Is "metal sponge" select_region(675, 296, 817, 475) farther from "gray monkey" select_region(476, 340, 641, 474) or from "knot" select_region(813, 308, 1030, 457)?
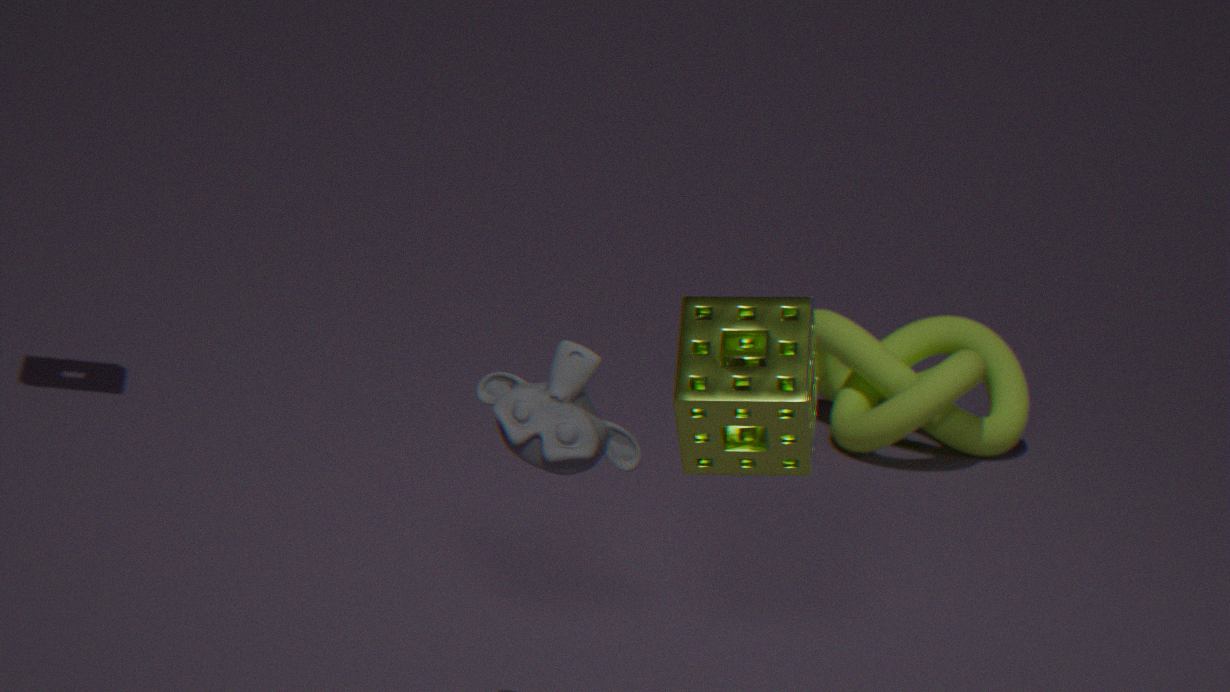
"knot" select_region(813, 308, 1030, 457)
